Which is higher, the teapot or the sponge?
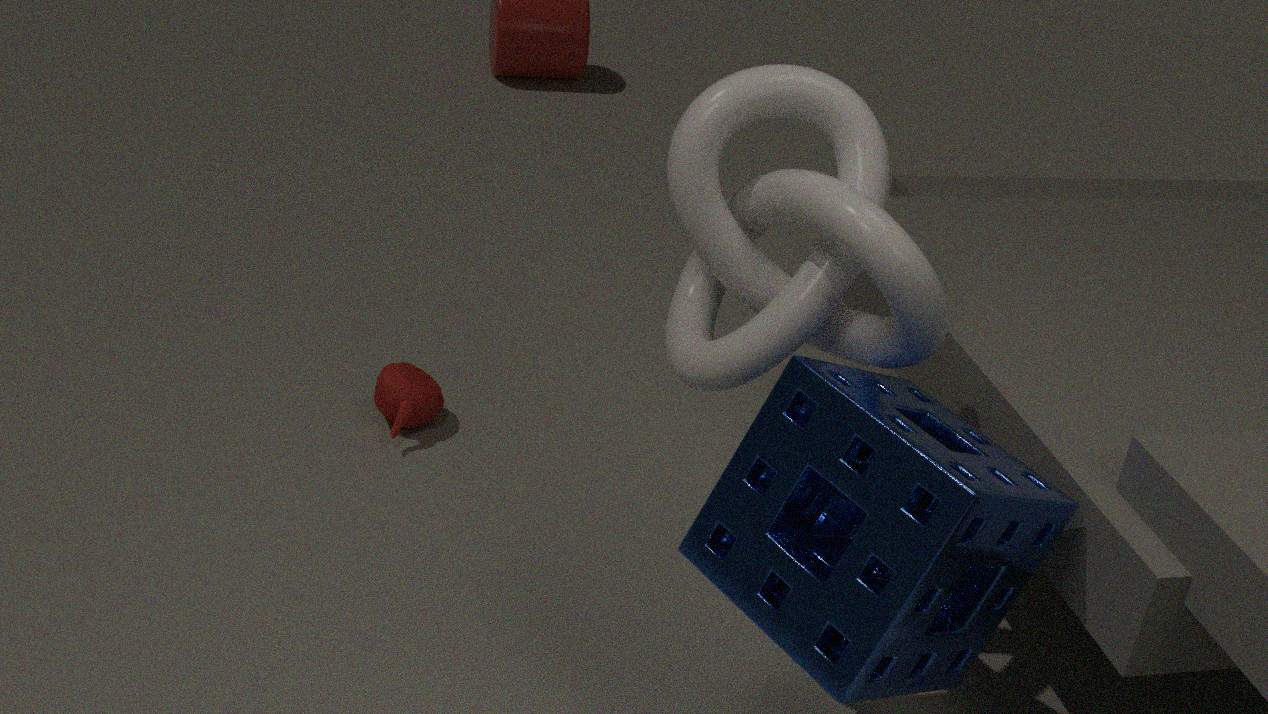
the sponge
